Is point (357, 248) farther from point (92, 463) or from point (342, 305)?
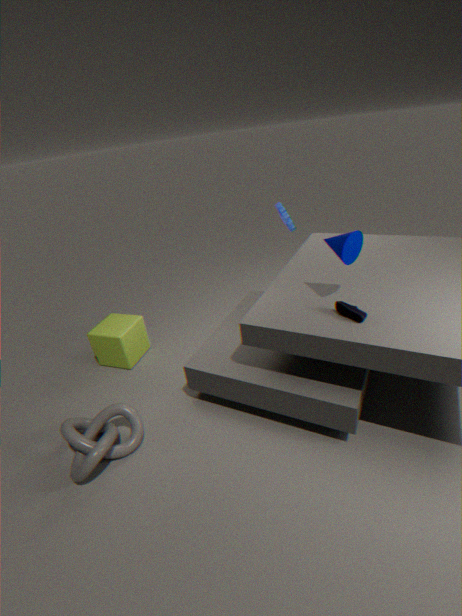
point (92, 463)
